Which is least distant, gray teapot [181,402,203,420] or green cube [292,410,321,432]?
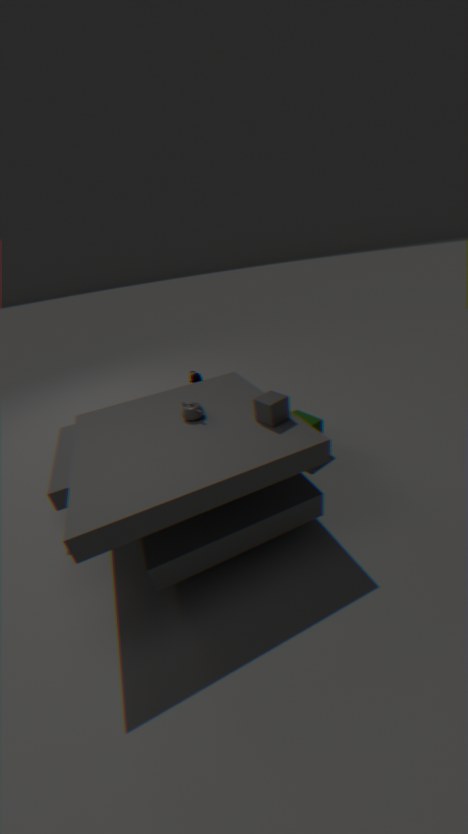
gray teapot [181,402,203,420]
